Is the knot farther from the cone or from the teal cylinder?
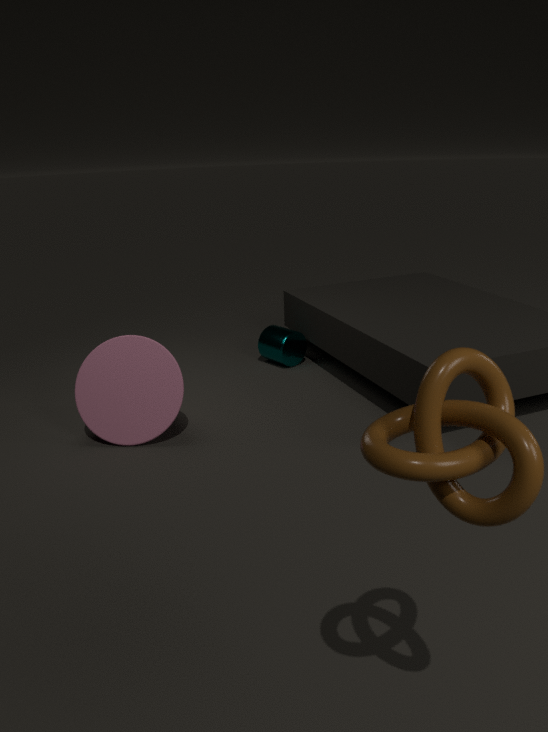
the teal cylinder
